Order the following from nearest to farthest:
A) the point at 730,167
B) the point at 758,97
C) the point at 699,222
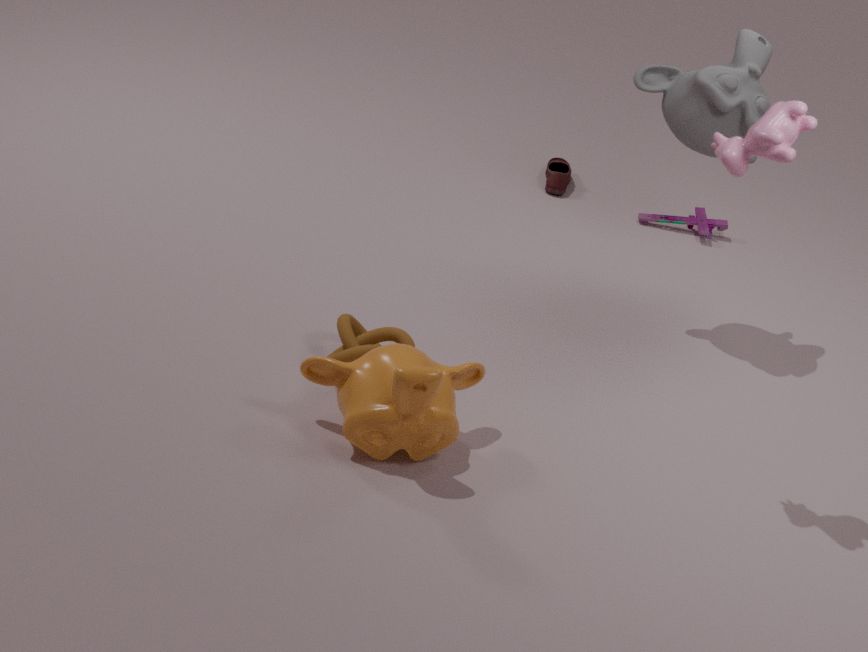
A. the point at 730,167
B. the point at 758,97
C. the point at 699,222
